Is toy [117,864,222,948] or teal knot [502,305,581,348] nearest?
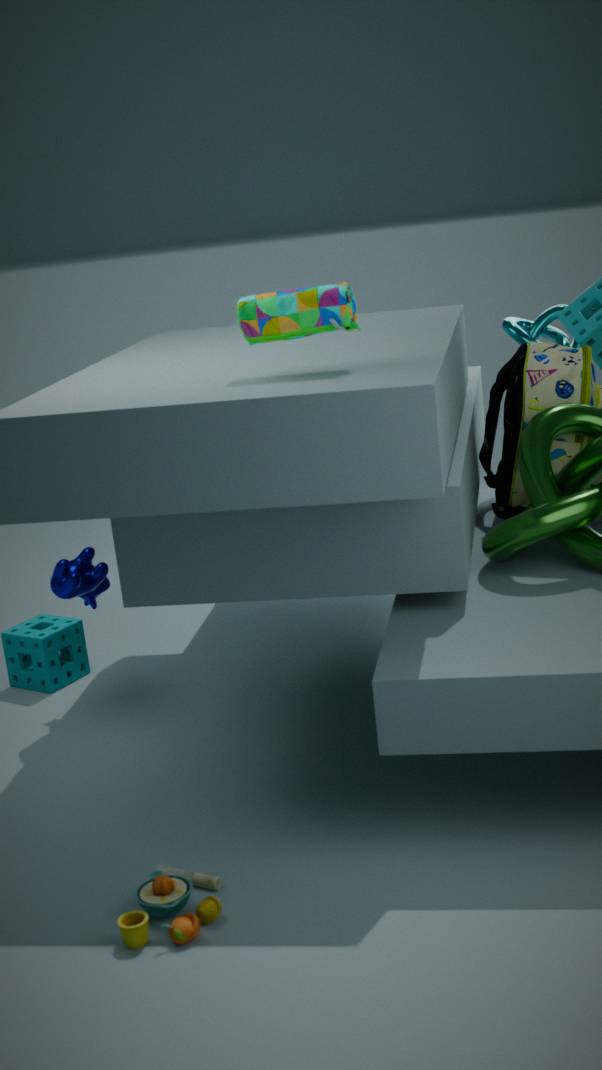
toy [117,864,222,948]
